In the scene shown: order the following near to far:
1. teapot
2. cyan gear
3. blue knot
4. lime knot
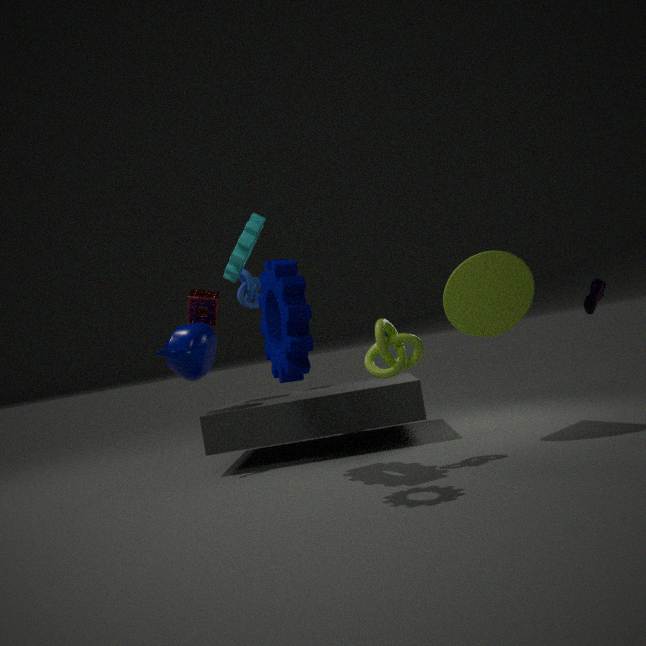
1. cyan gear
2. lime knot
3. teapot
4. blue knot
